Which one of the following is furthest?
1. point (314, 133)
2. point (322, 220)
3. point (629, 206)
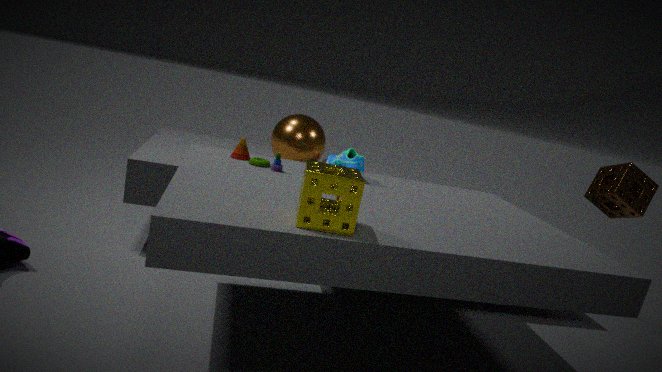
point (314, 133)
